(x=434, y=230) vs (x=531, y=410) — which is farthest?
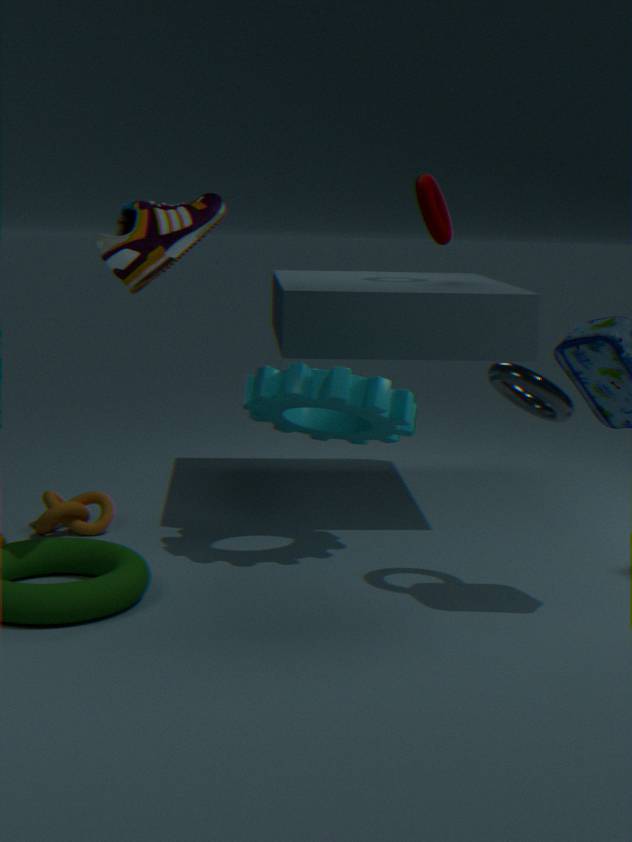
(x=434, y=230)
